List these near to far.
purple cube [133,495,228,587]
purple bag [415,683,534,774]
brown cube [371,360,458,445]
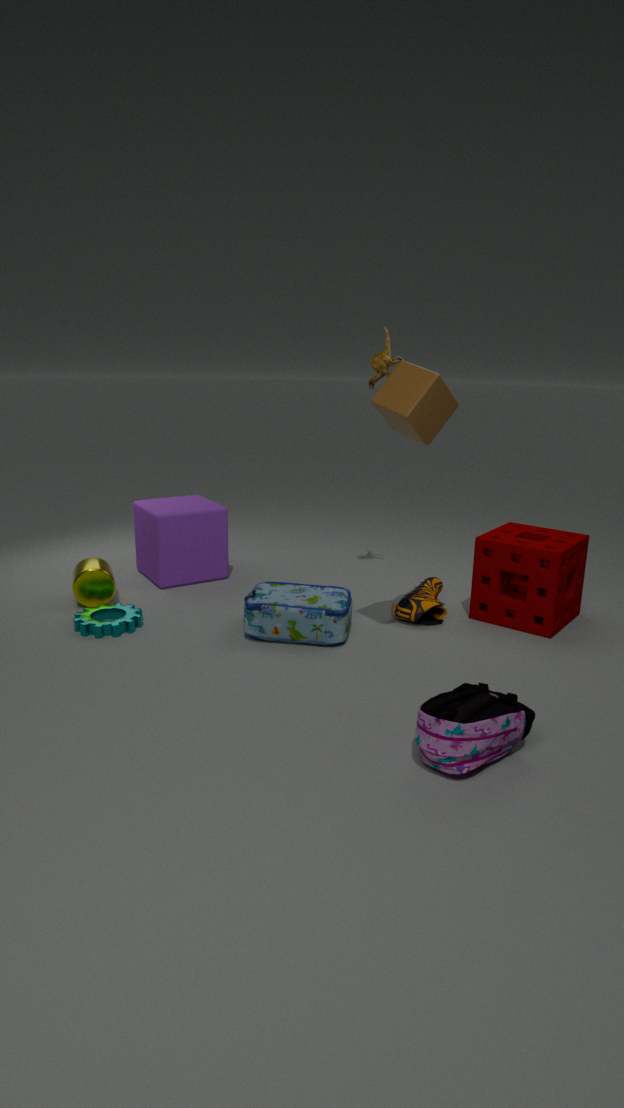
1. purple bag [415,683,534,774]
2. brown cube [371,360,458,445]
3. purple cube [133,495,228,587]
